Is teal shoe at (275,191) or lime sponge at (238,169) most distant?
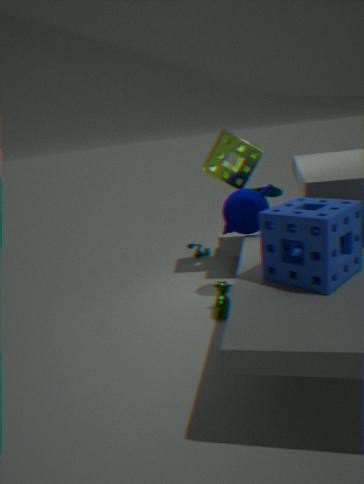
teal shoe at (275,191)
